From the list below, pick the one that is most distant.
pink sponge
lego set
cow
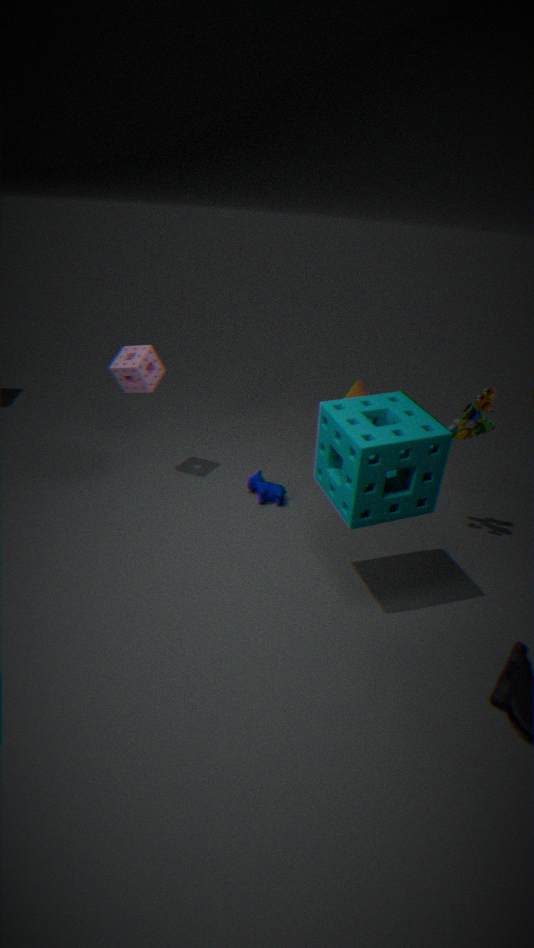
cow
